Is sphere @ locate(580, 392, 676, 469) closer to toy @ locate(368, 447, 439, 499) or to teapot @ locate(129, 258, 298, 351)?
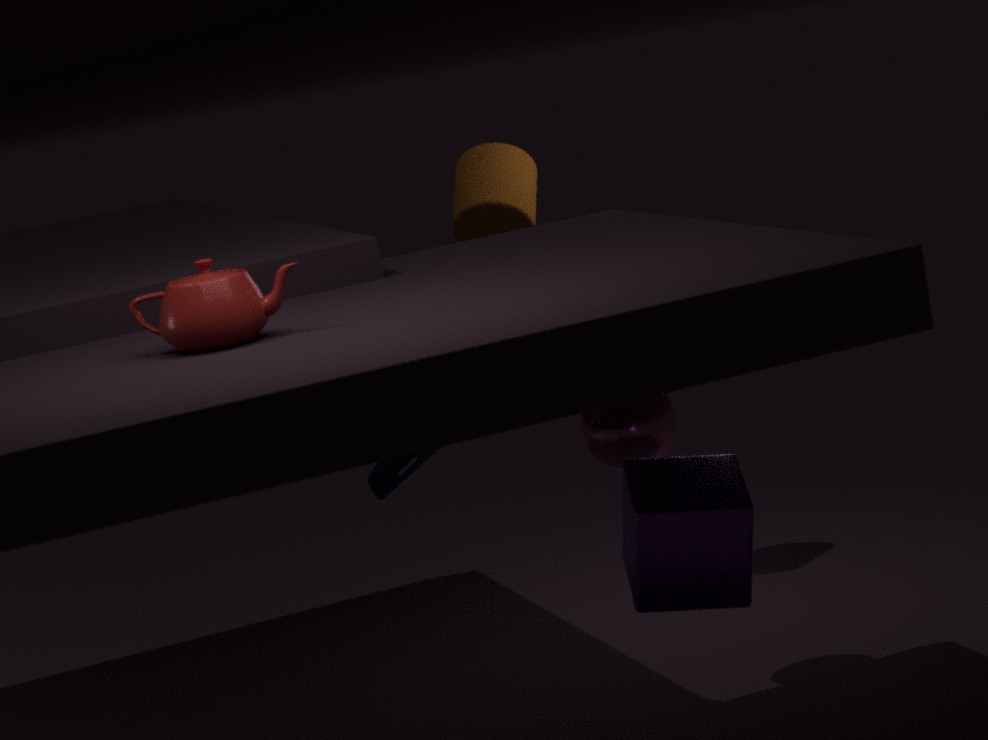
toy @ locate(368, 447, 439, 499)
